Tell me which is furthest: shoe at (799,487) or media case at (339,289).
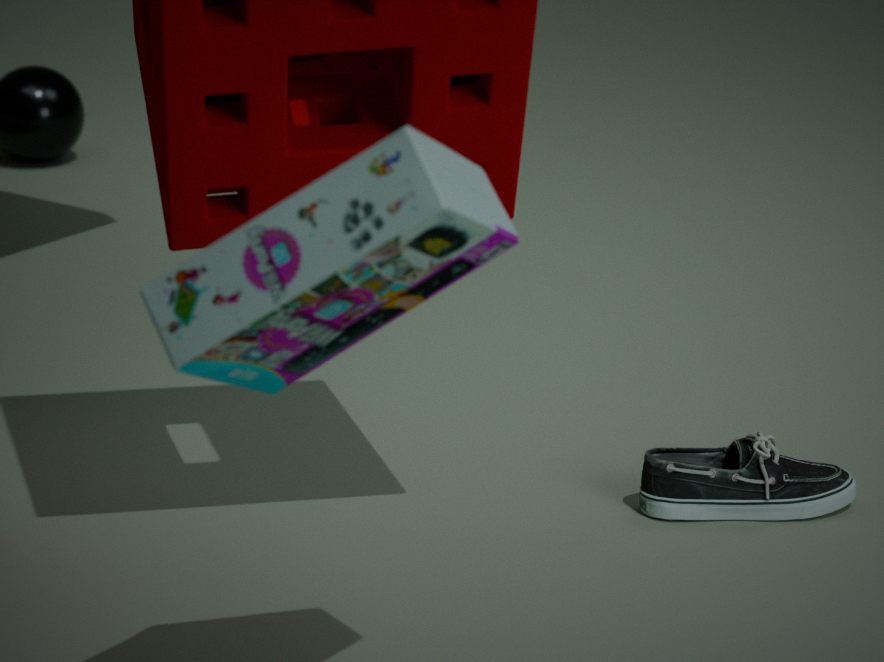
shoe at (799,487)
